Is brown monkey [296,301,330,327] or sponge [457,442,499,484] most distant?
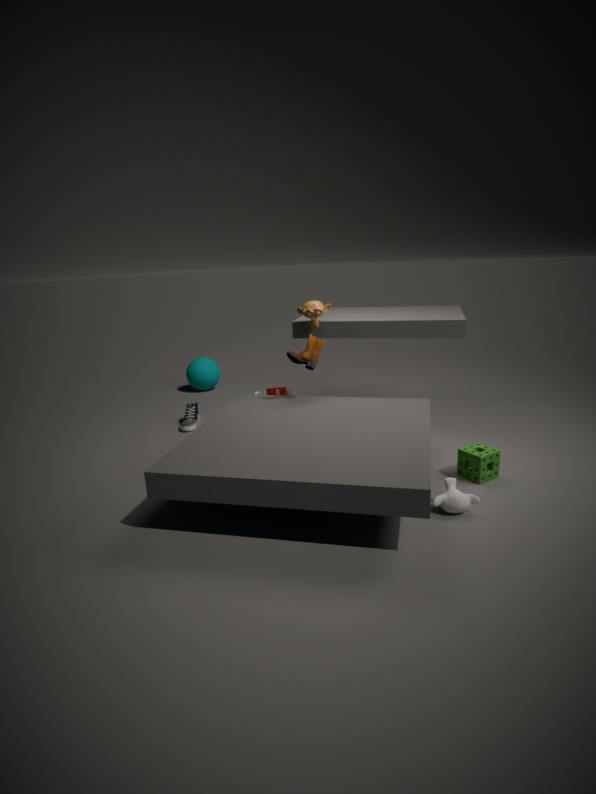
brown monkey [296,301,330,327]
